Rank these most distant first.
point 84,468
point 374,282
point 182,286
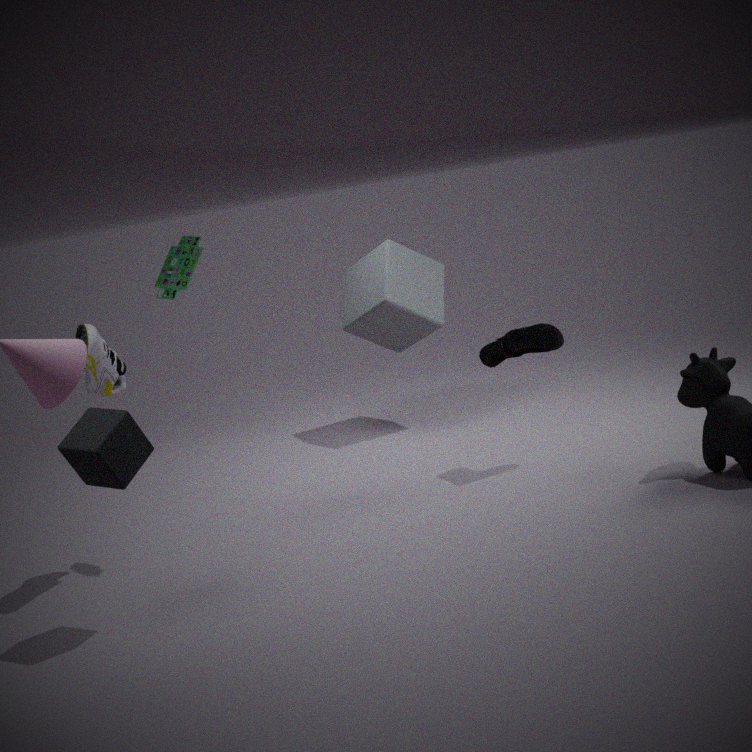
point 374,282 → point 182,286 → point 84,468
